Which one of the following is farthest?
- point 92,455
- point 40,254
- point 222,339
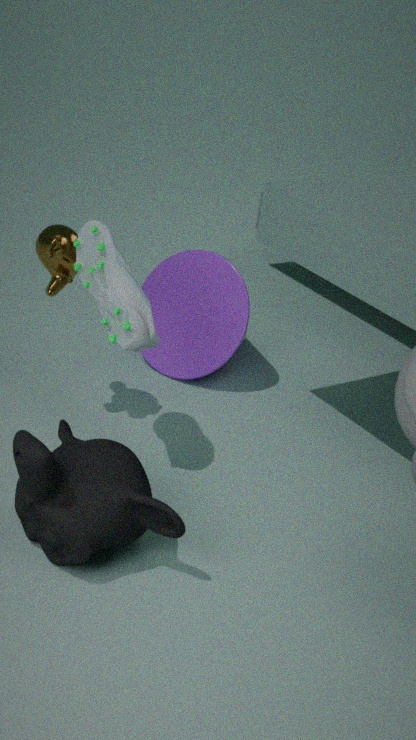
point 222,339
